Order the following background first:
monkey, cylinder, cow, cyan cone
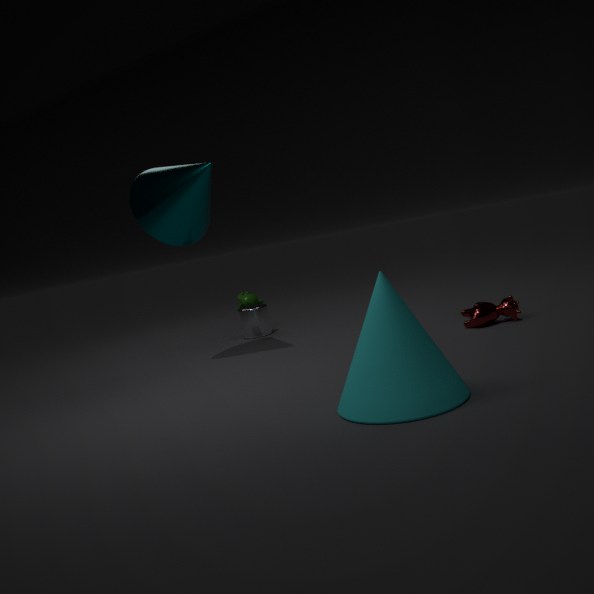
1. monkey
2. cylinder
3. cow
4. cyan cone
